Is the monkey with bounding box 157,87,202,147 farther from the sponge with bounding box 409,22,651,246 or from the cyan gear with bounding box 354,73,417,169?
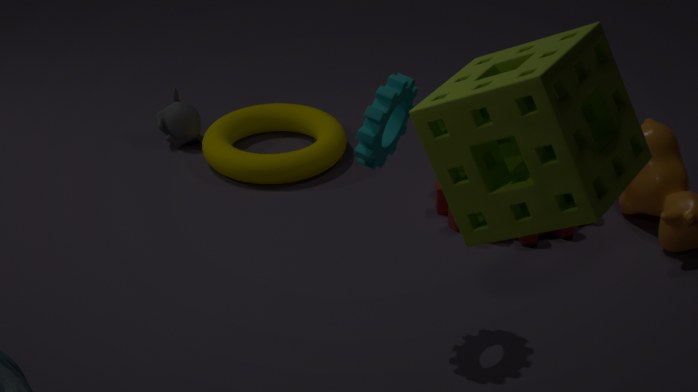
the sponge with bounding box 409,22,651,246
